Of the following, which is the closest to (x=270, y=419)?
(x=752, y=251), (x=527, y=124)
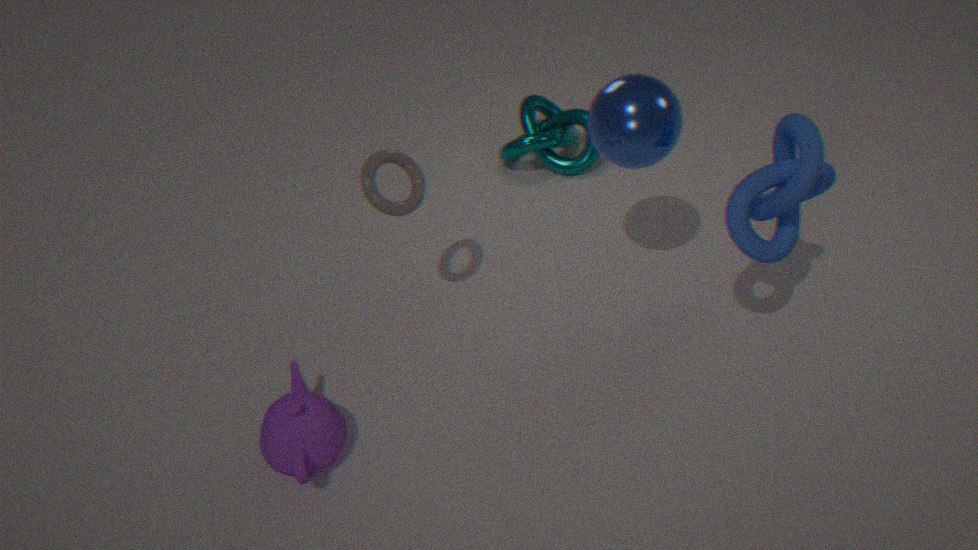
(x=752, y=251)
